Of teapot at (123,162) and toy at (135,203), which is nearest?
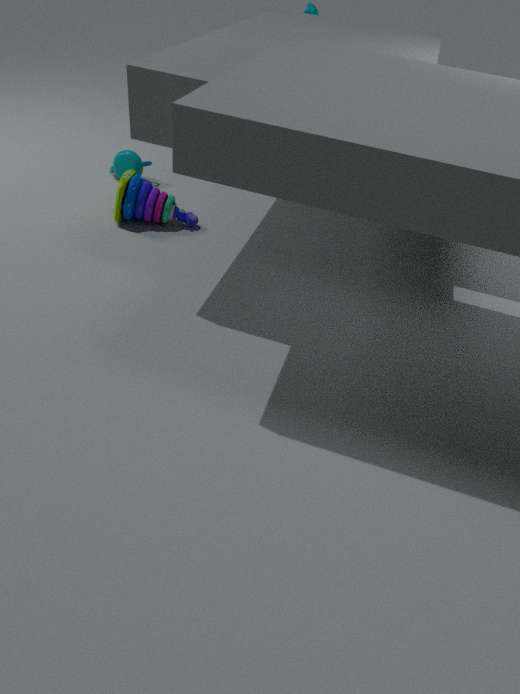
toy at (135,203)
